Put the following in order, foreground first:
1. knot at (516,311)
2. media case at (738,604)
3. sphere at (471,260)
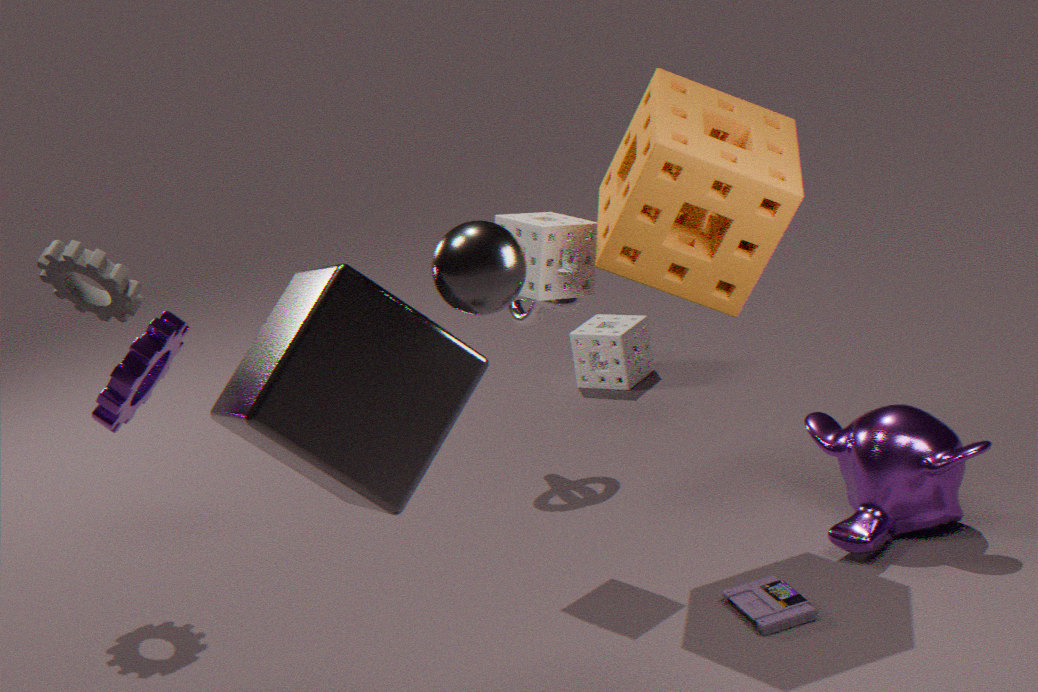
sphere at (471,260), media case at (738,604), knot at (516,311)
